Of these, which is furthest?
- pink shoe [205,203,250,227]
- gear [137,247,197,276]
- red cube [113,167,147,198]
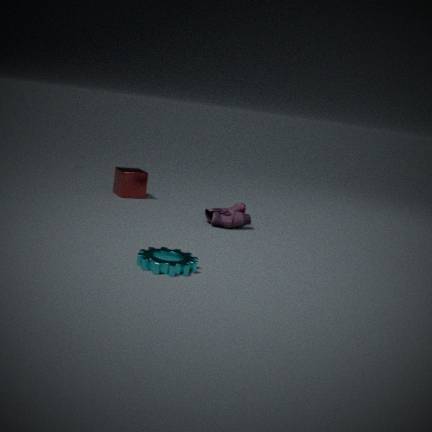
red cube [113,167,147,198]
